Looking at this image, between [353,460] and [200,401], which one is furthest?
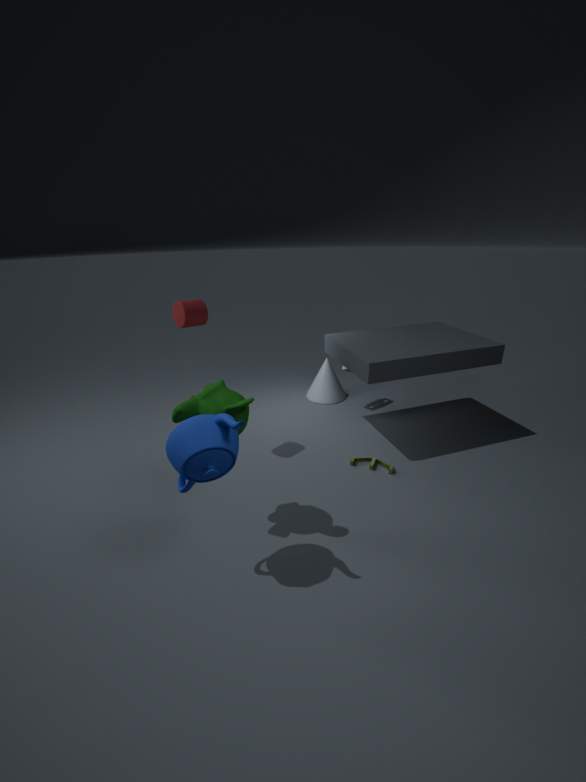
[353,460]
